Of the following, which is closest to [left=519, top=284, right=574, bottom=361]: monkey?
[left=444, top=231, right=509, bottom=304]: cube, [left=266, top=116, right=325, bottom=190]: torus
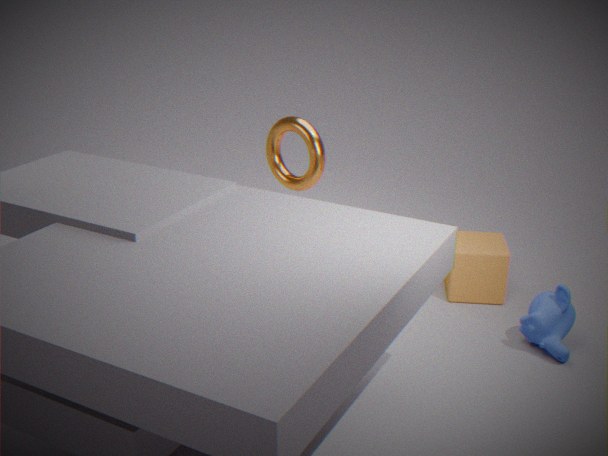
[left=444, top=231, right=509, bottom=304]: cube
